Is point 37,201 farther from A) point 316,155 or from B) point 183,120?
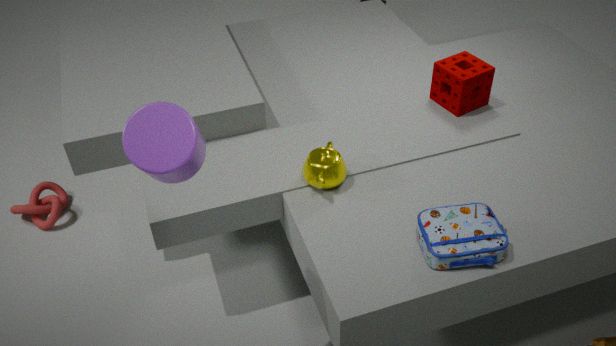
B) point 183,120
